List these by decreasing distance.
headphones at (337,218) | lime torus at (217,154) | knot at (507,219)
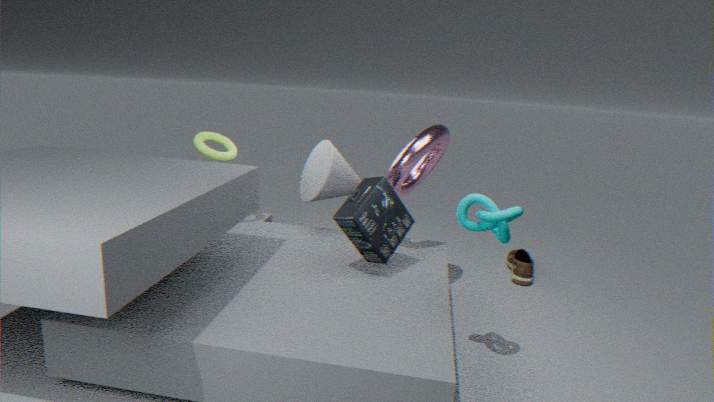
lime torus at (217,154) → headphones at (337,218) → knot at (507,219)
